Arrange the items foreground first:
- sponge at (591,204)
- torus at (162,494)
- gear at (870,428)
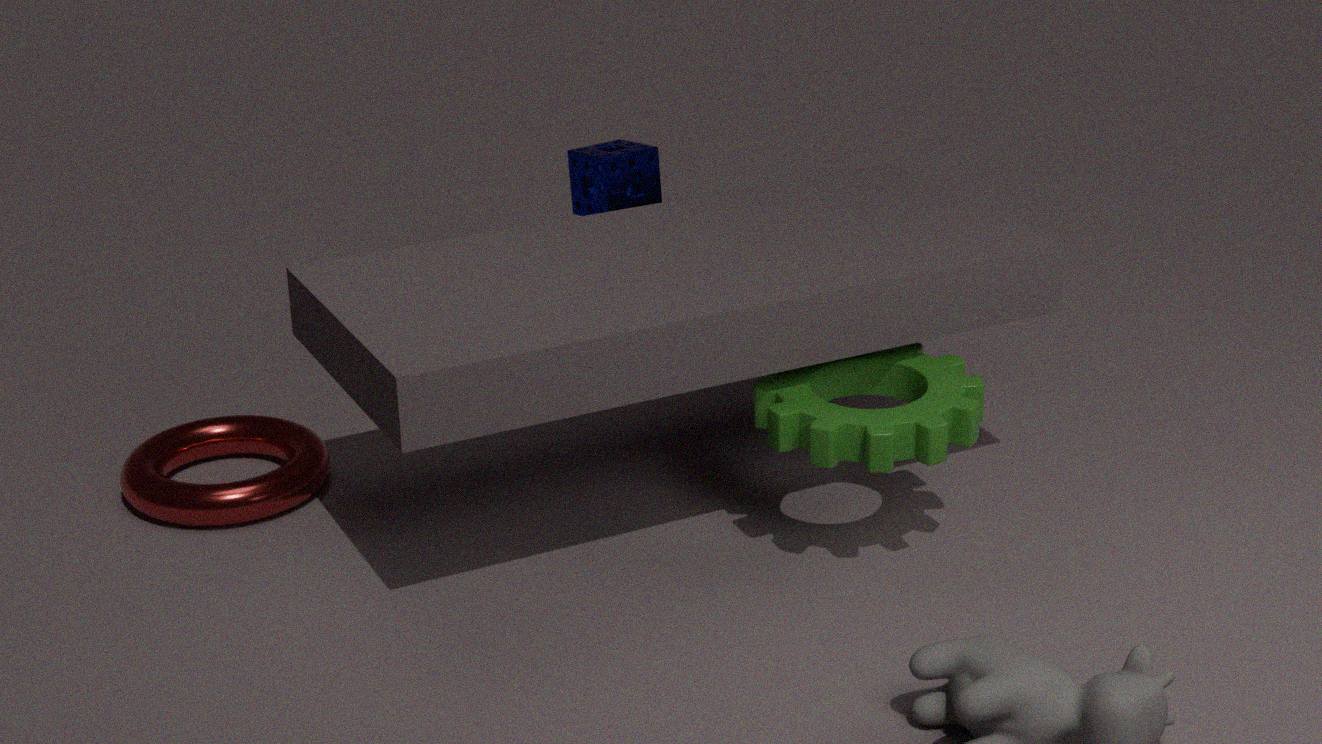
gear at (870,428) → torus at (162,494) → sponge at (591,204)
